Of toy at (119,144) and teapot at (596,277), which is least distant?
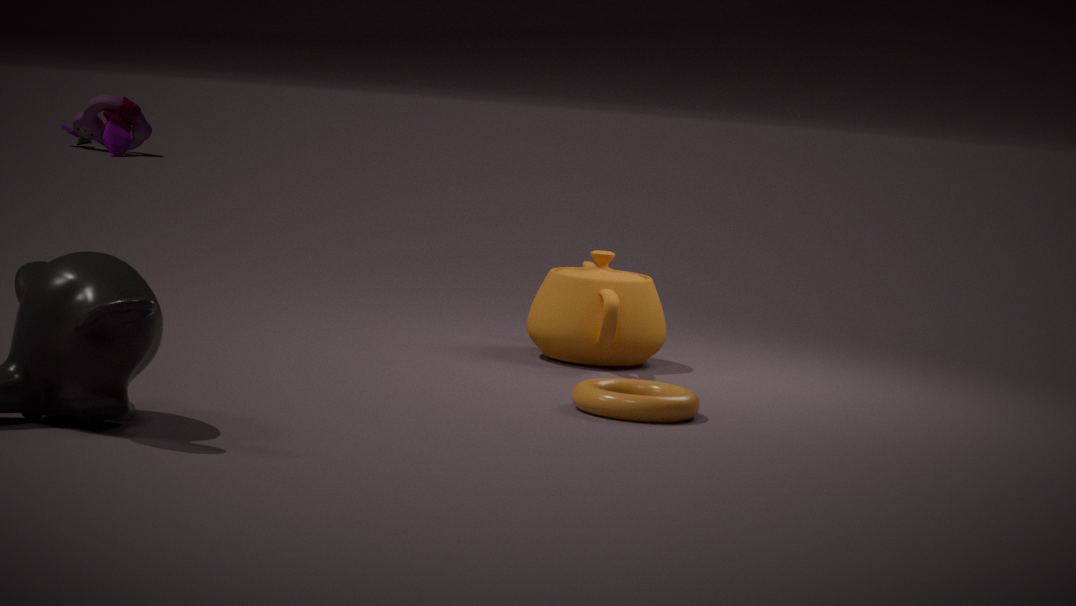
teapot at (596,277)
